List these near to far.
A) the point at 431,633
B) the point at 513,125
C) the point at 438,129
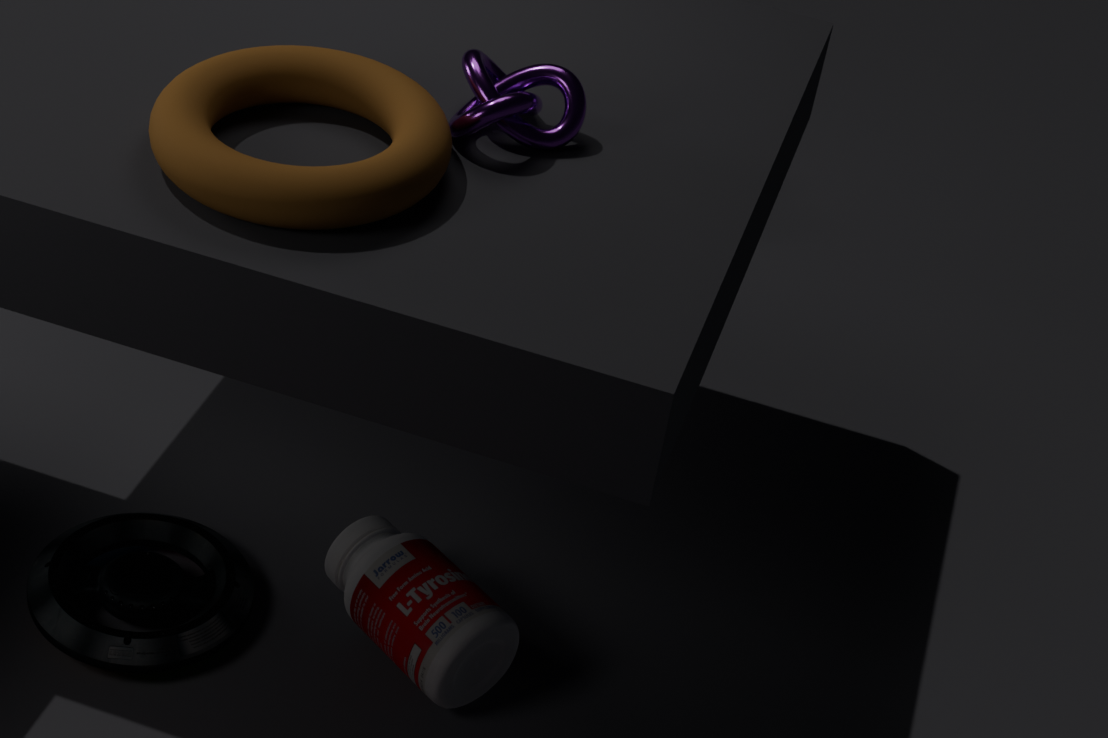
1. the point at 438,129
2. the point at 513,125
3. the point at 431,633
